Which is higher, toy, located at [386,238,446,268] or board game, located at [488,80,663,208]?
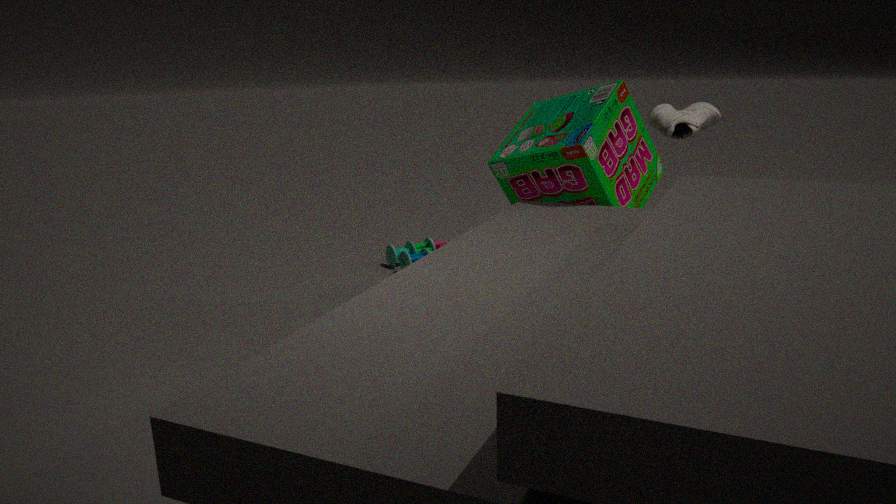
board game, located at [488,80,663,208]
